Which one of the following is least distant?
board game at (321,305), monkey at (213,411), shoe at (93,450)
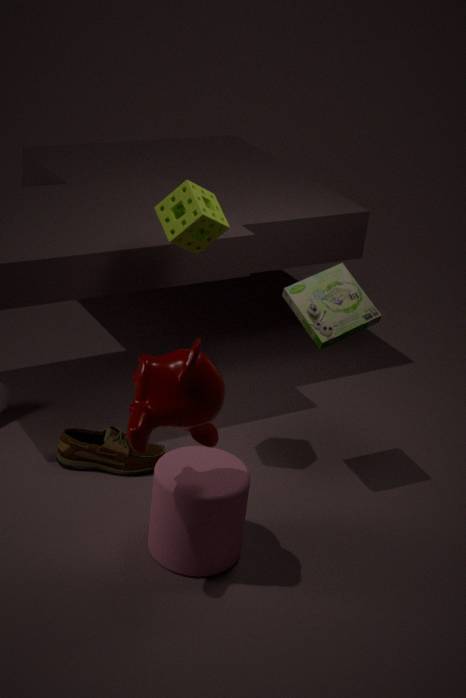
monkey at (213,411)
